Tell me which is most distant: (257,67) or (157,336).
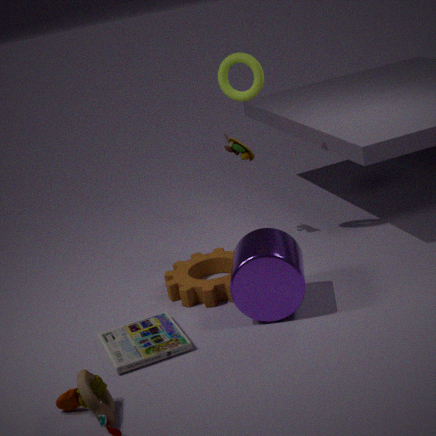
(257,67)
